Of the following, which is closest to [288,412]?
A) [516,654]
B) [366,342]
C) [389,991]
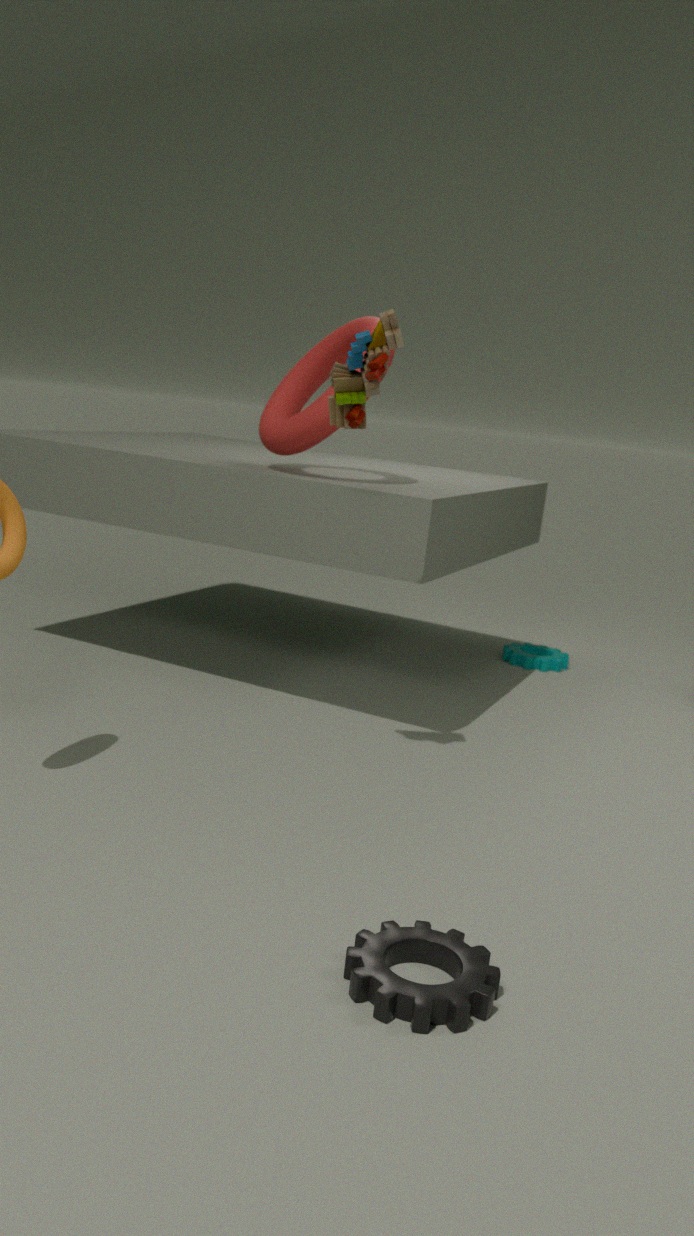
[366,342]
